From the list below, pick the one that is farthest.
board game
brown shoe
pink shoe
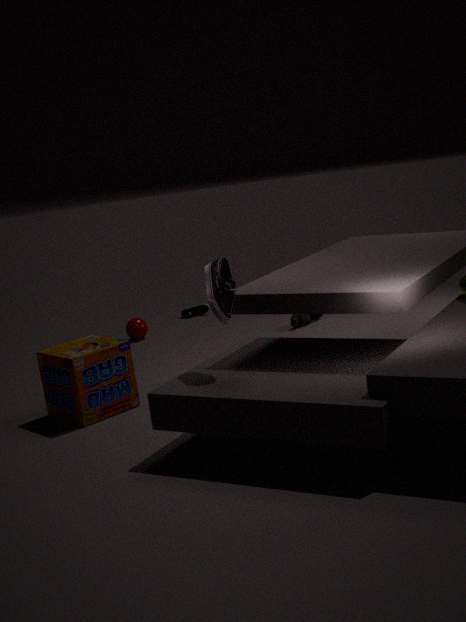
brown shoe
